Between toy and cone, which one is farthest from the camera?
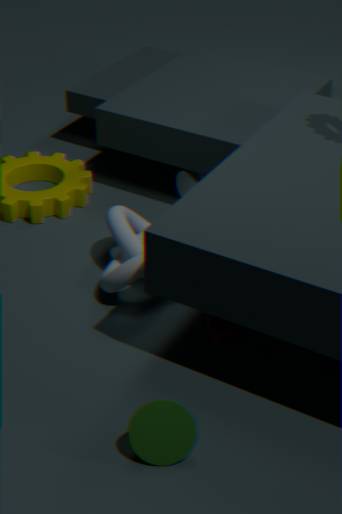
toy
